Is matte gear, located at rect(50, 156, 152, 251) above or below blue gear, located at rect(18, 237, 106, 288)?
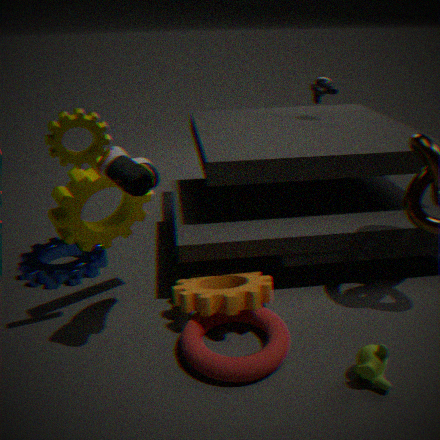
above
